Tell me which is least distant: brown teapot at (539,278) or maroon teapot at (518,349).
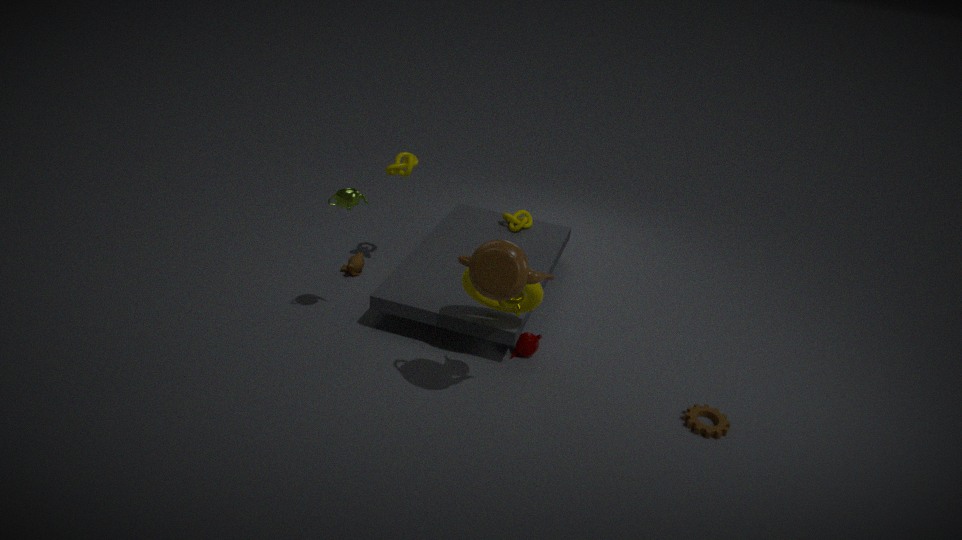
brown teapot at (539,278)
